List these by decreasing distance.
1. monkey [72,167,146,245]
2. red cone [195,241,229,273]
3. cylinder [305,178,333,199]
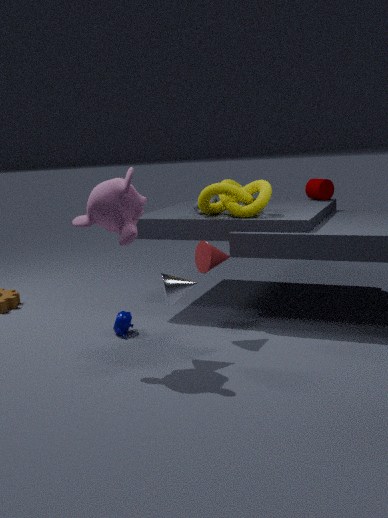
cylinder [305,178,333,199]
red cone [195,241,229,273]
monkey [72,167,146,245]
